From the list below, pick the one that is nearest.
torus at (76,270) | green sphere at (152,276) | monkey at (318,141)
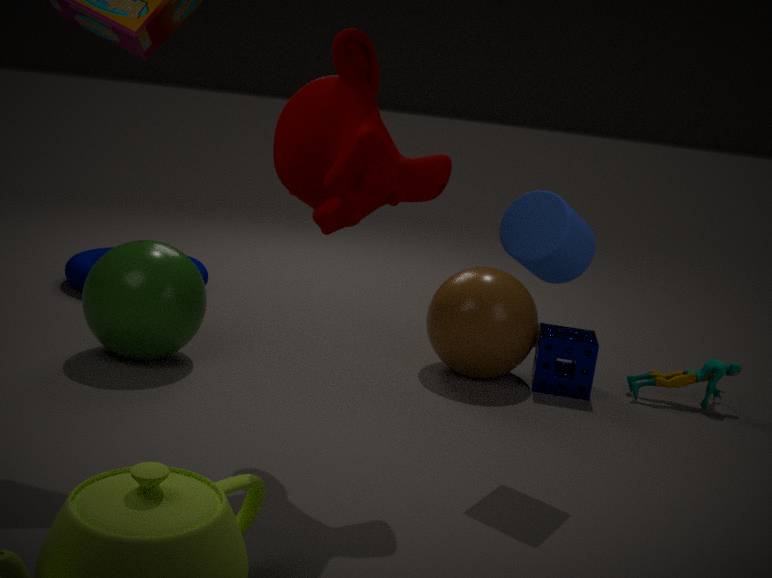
monkey at (318,141)
